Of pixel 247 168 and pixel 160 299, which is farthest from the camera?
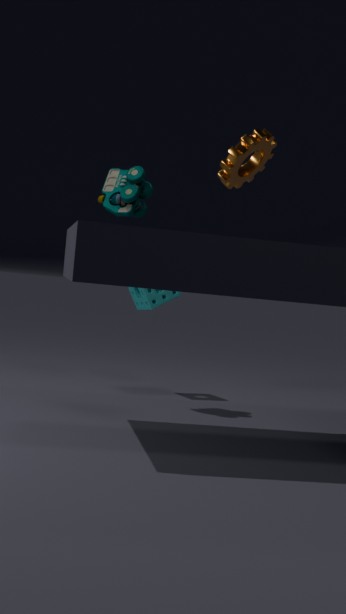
pixel 160 299
